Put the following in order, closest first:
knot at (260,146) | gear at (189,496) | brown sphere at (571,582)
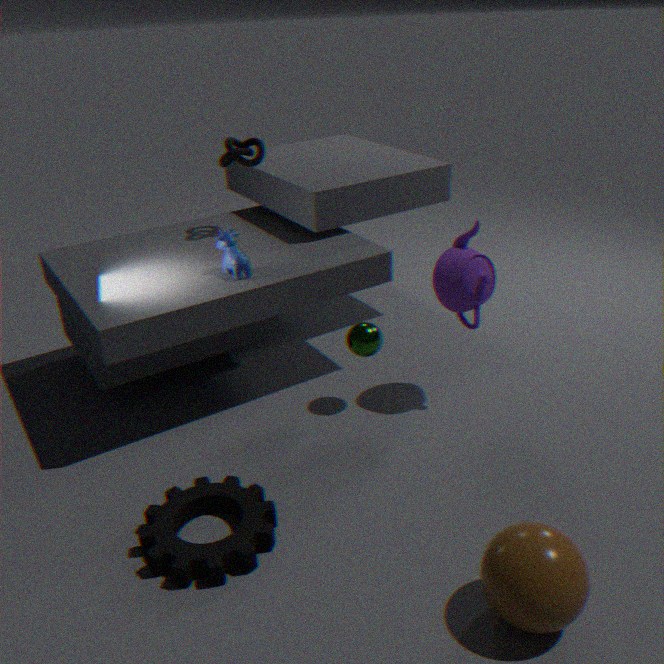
brown sphere at (571,582)
gear at (189,496)
knot at (260,146)
